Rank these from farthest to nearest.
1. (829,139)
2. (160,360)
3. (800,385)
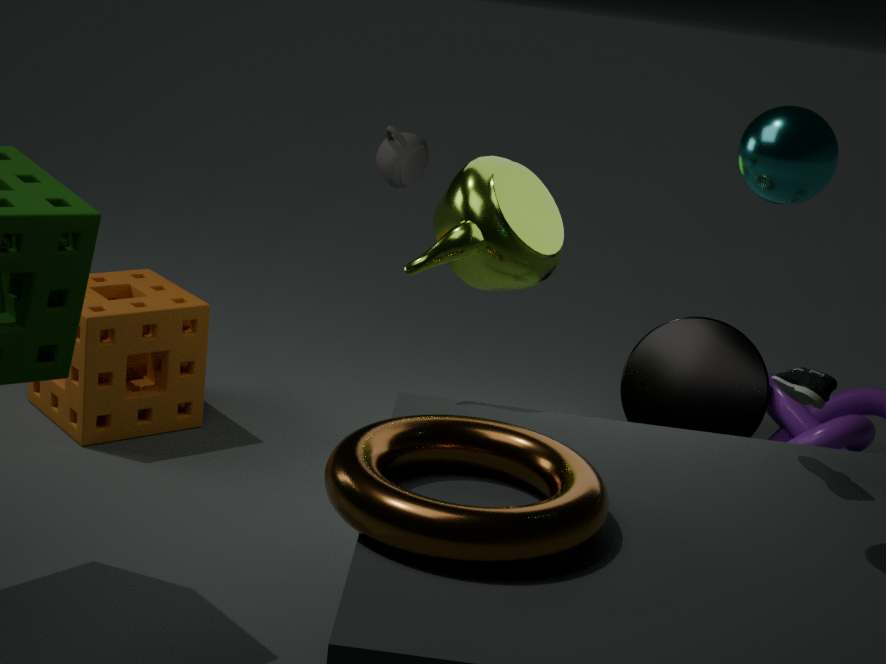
(160,360) → (800,385) → (829,139)
